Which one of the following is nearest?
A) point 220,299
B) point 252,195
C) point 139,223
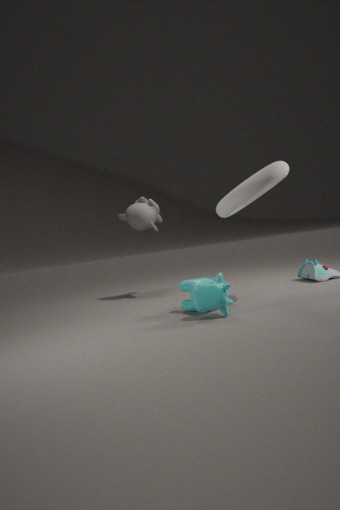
point 220,299
